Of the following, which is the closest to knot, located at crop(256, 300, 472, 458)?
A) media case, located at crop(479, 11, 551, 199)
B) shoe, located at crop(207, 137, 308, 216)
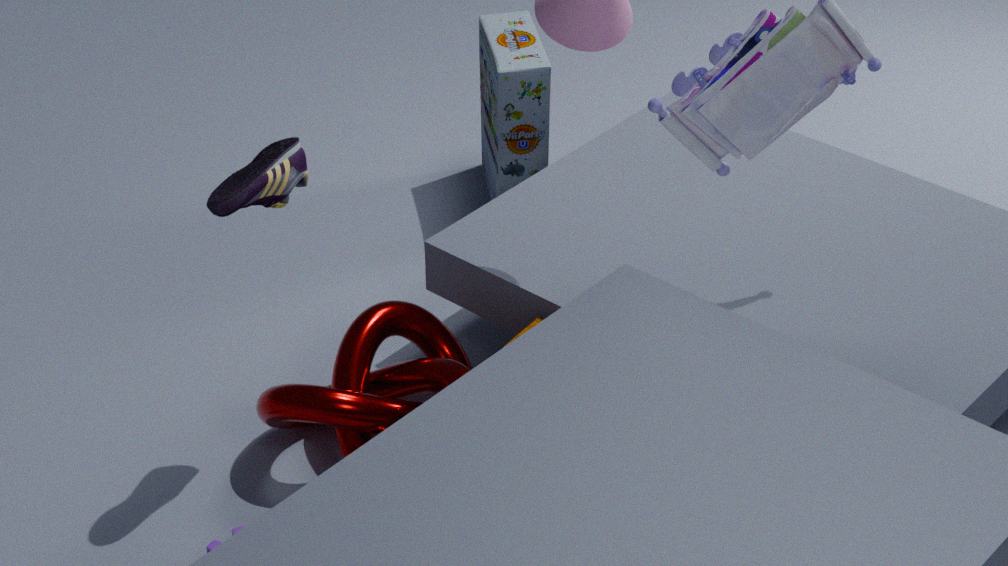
shoe, located at crop(207, 137, 308, 216)
